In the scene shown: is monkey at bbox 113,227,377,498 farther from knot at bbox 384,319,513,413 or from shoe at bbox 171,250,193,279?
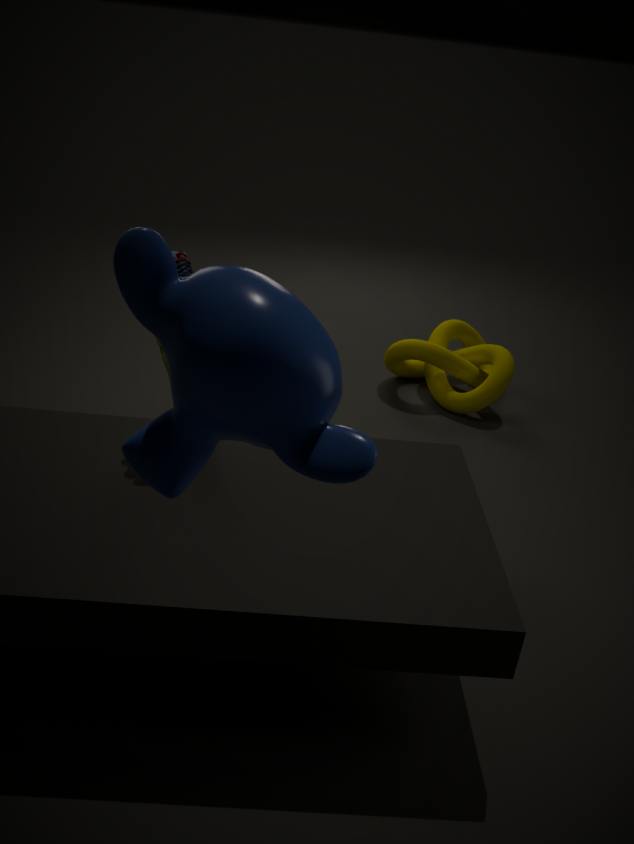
knot at bbox 384,319,513,413
